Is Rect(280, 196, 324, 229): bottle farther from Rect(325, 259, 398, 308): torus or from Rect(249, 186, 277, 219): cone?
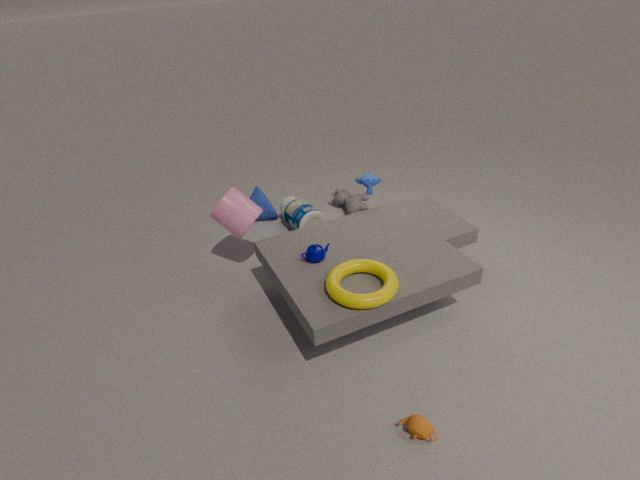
Rect(325, 259, 398, 308): torus
